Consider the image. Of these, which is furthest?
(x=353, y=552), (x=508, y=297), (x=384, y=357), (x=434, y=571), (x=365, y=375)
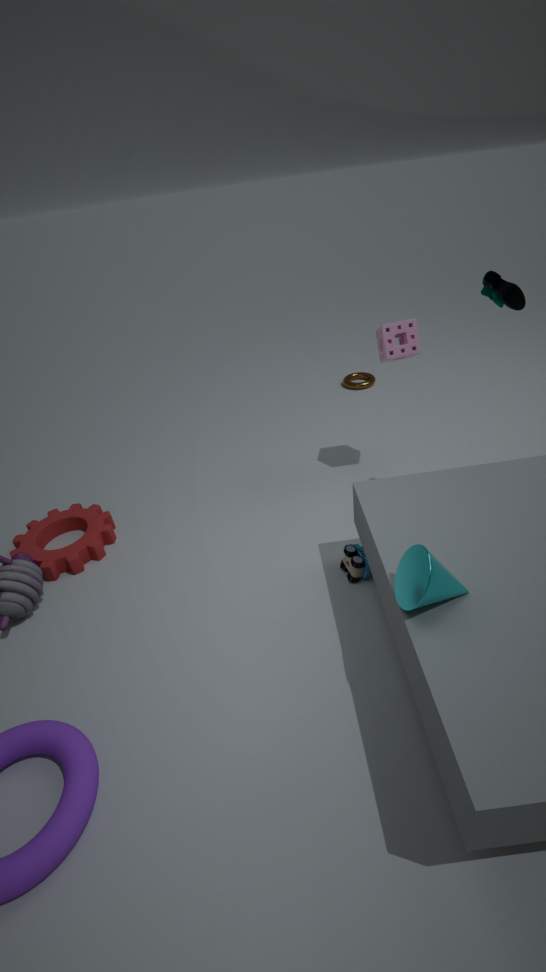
(x=365, y=375)
